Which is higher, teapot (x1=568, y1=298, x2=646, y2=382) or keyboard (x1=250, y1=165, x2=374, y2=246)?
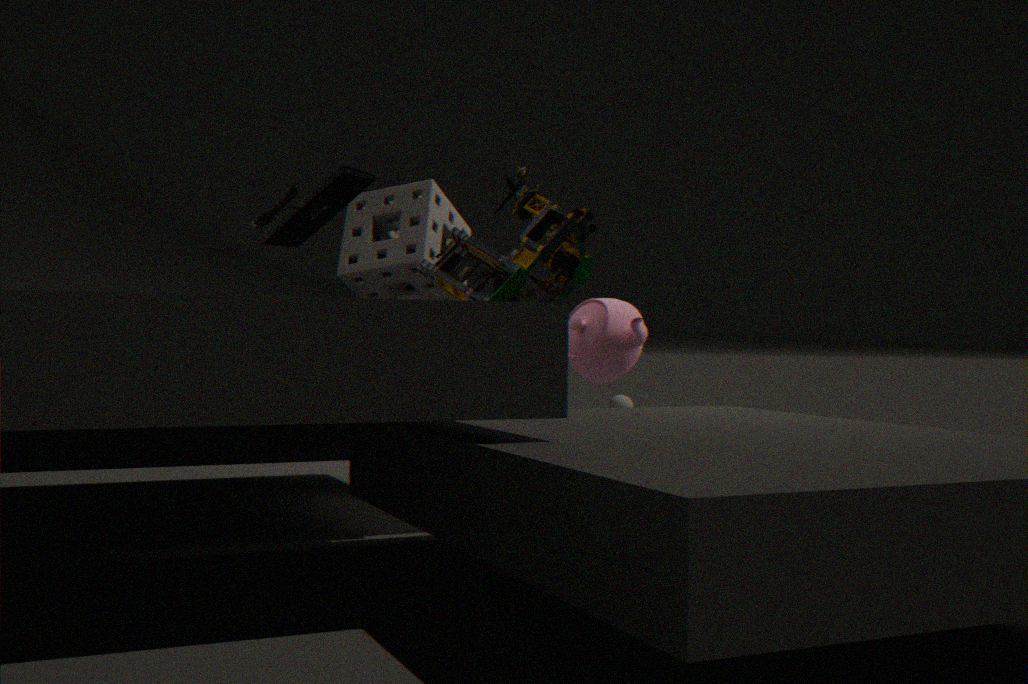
keyboard (x1=250, y1=165, x2=374, y2=246)
